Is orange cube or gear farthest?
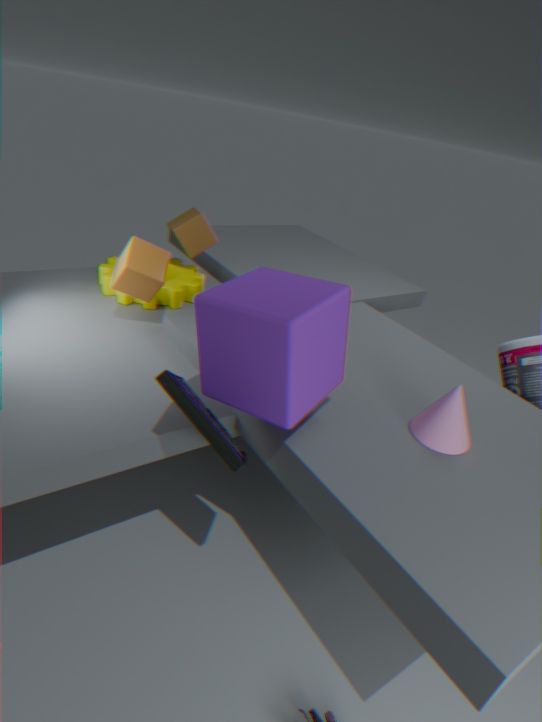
gear
